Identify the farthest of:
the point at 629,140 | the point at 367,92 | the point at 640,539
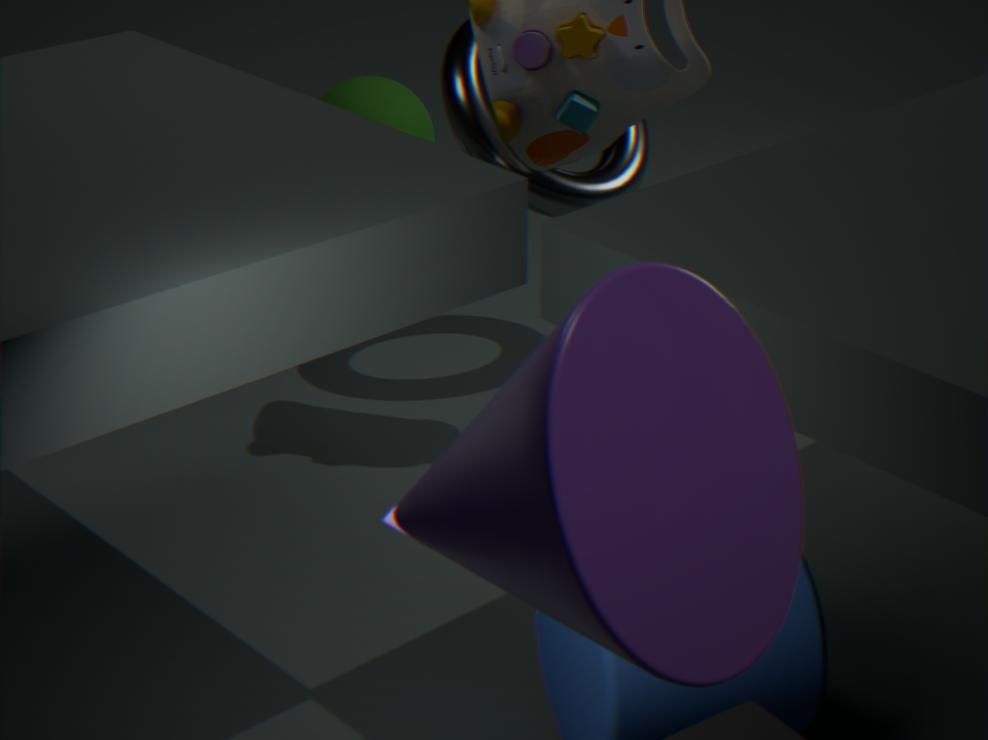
the point at 367,92
